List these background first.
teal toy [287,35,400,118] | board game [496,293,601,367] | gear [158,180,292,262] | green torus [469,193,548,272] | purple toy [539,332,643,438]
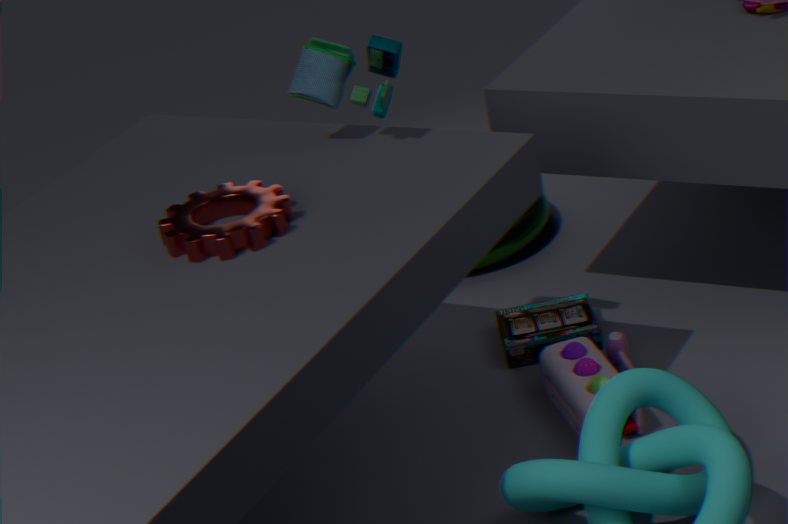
green torus [469,193,548,272] → board game [496,293,601,367] → purple toy [539,332,643,438] → teal toy [287,35,400,118] → gear [158,180,292,262]
